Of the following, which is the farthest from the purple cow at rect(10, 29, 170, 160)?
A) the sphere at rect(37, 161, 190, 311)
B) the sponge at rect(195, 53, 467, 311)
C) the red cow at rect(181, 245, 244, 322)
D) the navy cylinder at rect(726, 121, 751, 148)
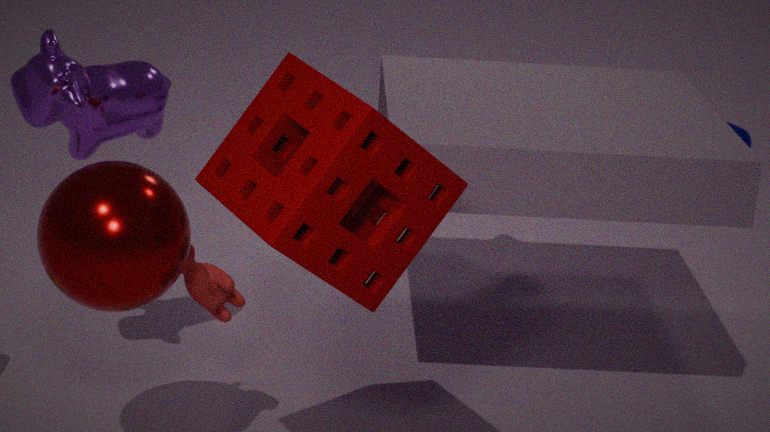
the navy cylinder at rect(726, 121, 751, 148)
